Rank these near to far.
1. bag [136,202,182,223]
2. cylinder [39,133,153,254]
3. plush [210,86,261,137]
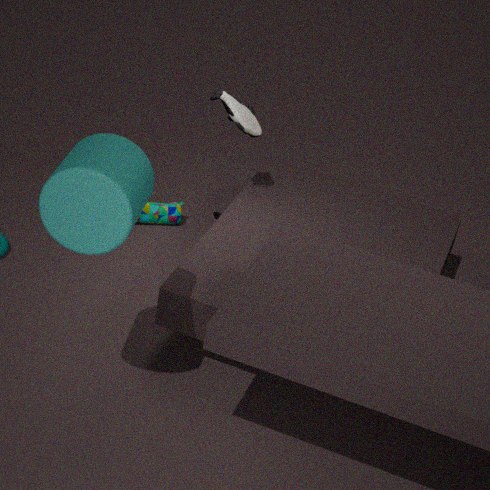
1. cylinder [39,133,153,254]
2. plush [210,86,261,137]
3. bag [136,202,182,223]
